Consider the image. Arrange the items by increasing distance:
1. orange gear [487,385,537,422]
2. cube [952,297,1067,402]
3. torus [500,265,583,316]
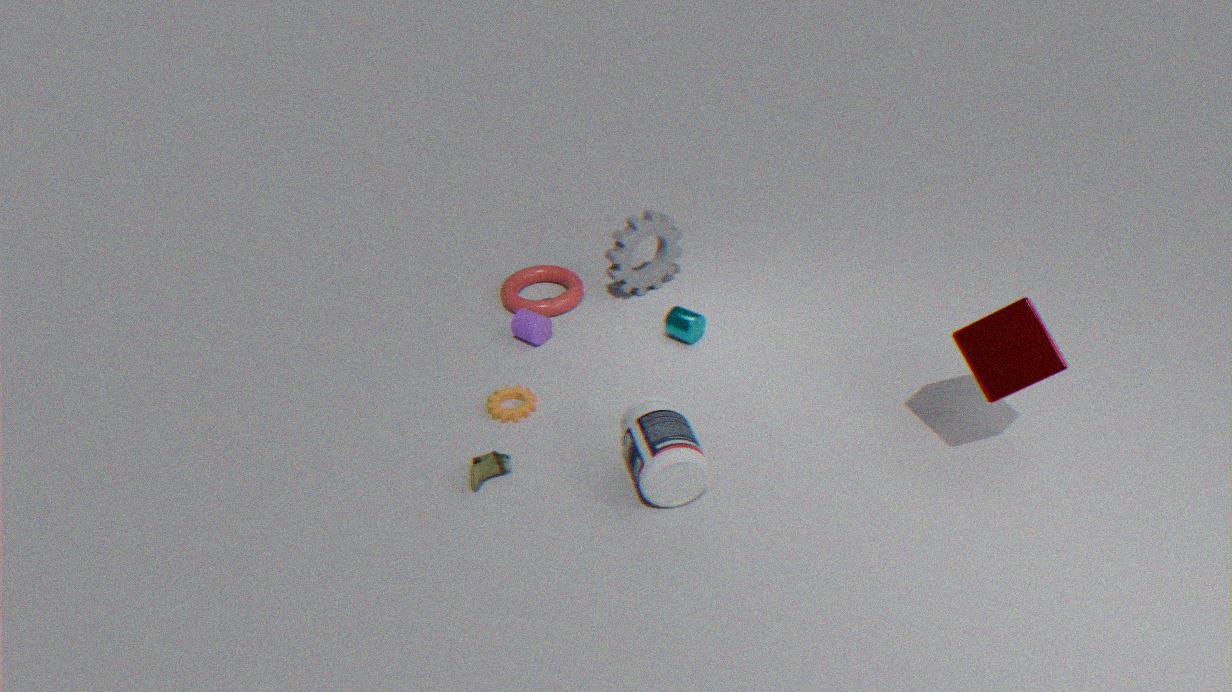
1. cube [952,297,1067,402]
2. orange gear [487,385,537,422]
3. torus [500,265,583,316]
